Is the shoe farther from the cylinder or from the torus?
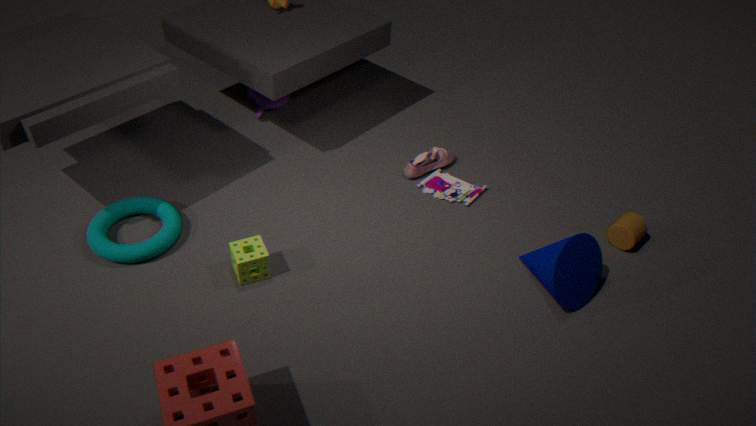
the torus
